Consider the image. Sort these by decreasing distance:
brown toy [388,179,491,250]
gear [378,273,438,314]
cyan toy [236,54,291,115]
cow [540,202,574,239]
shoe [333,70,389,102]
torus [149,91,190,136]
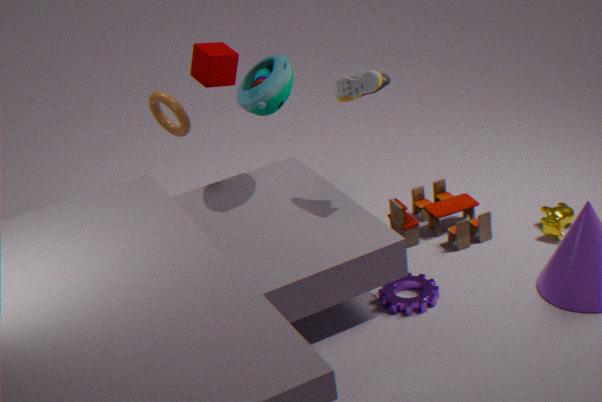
torus [149,91,190,136] < brown toy [388,179,491,250] < cow [540,202,574,239] < cyan toy [236,54,291,115] < gear [378,273,438,314] < shoe [333,70,389,102]
